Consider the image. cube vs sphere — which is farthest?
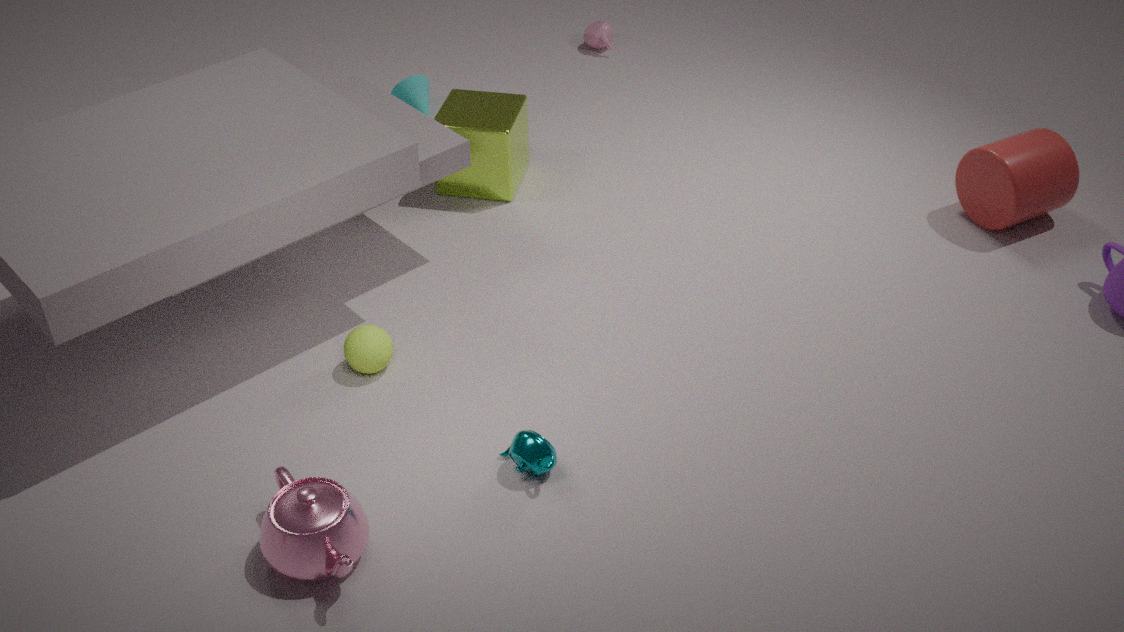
cube
